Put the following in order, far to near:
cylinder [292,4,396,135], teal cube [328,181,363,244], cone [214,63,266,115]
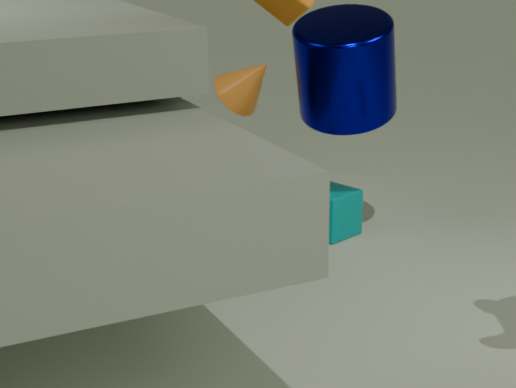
cone [214,63,266,115] → teal cube [328,181,363,244] → cylinder [292,4,396,135]
